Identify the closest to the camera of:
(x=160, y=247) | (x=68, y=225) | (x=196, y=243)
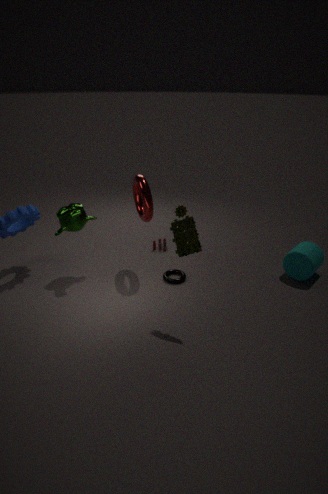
(x=196, y=243)
